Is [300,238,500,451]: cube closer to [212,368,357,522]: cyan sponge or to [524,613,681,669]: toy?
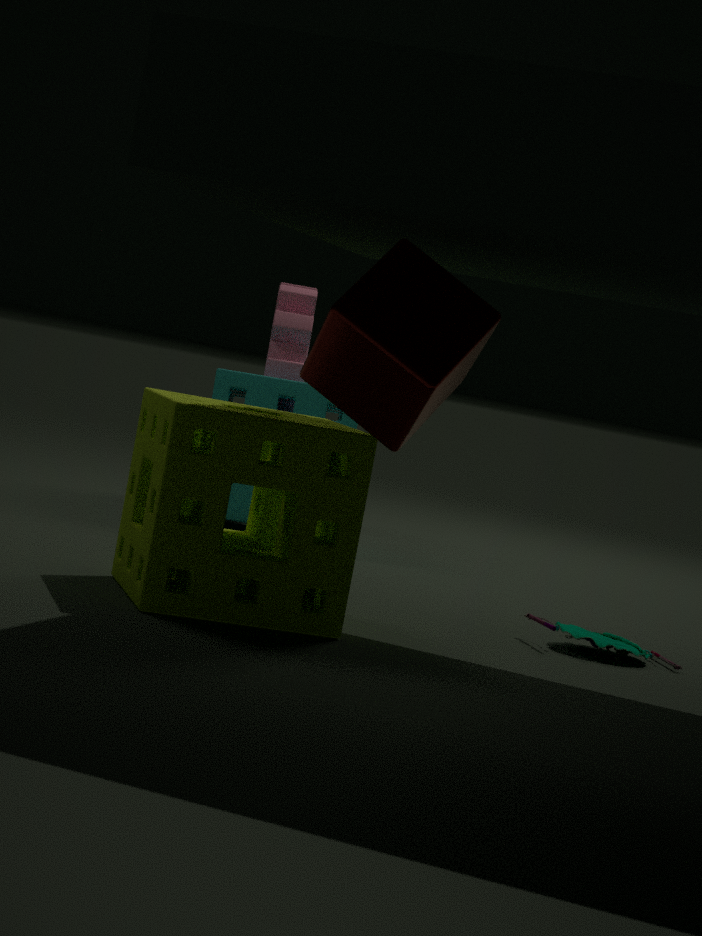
[524,613,681,669]: toy
